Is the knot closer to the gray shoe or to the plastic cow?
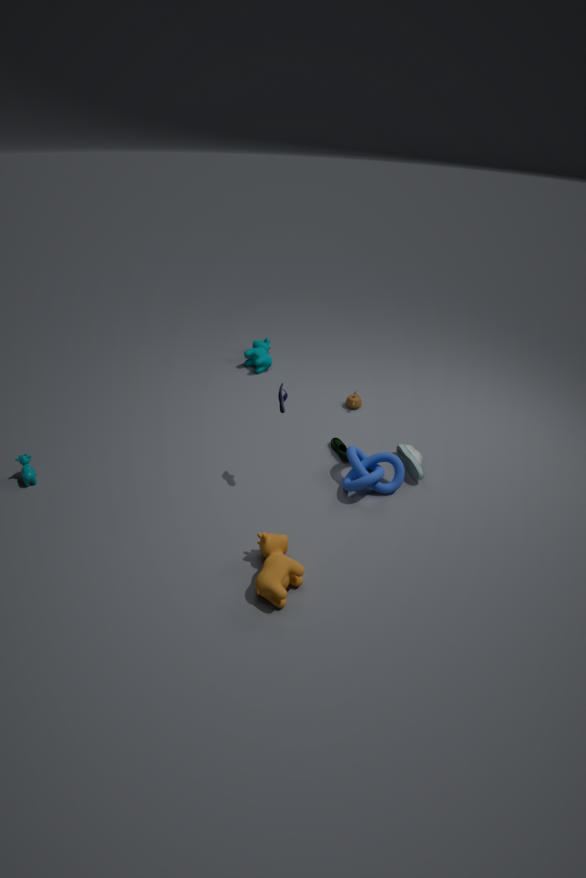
the gray shoe
